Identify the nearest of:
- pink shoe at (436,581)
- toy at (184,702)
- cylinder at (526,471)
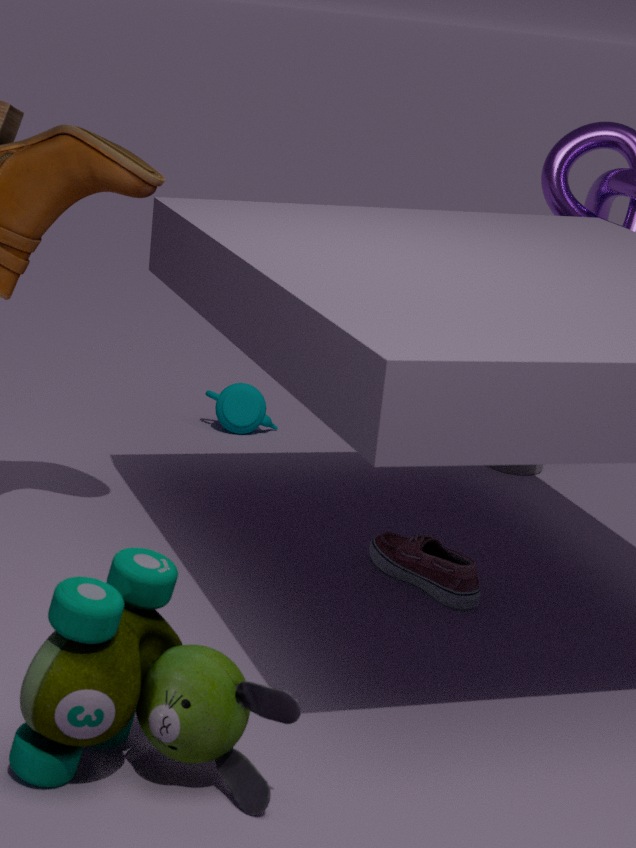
toy at (184,702)
